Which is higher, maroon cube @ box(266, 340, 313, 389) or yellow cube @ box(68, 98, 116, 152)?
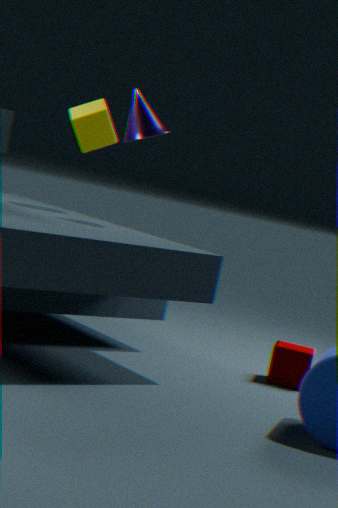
yellow cube @ box(68, 98, 116, 152)
